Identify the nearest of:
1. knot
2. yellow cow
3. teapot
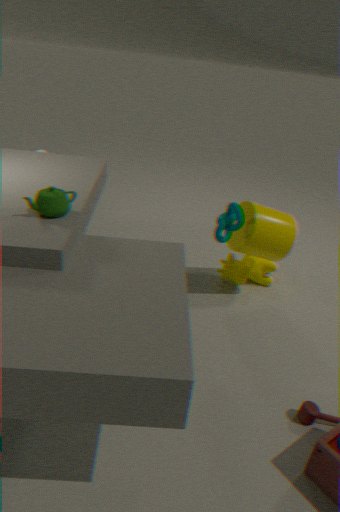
teapot
